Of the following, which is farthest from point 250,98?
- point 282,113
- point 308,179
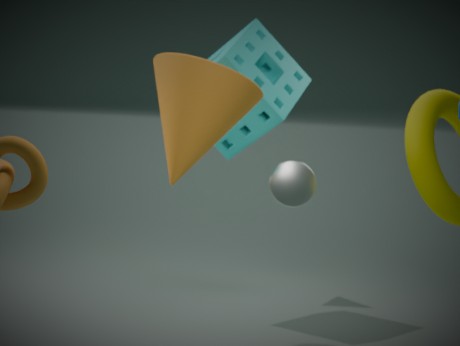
point 308,179
